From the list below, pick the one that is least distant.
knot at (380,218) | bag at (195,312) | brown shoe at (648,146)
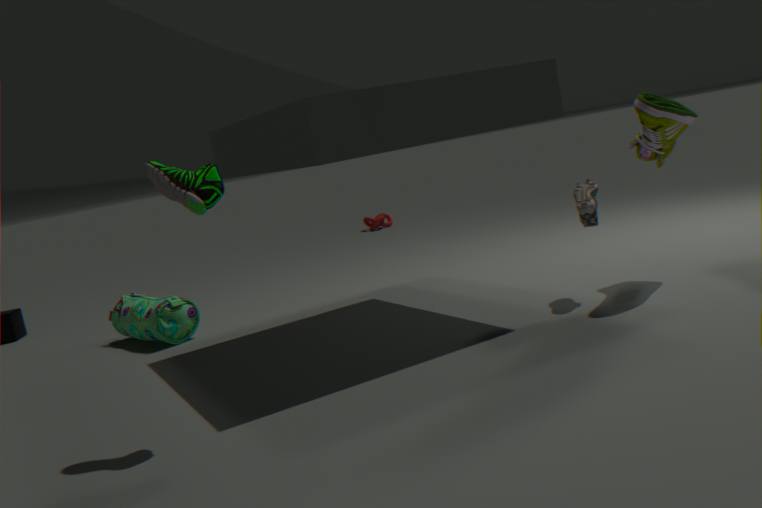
Answer: brown shoe at (648,146)
